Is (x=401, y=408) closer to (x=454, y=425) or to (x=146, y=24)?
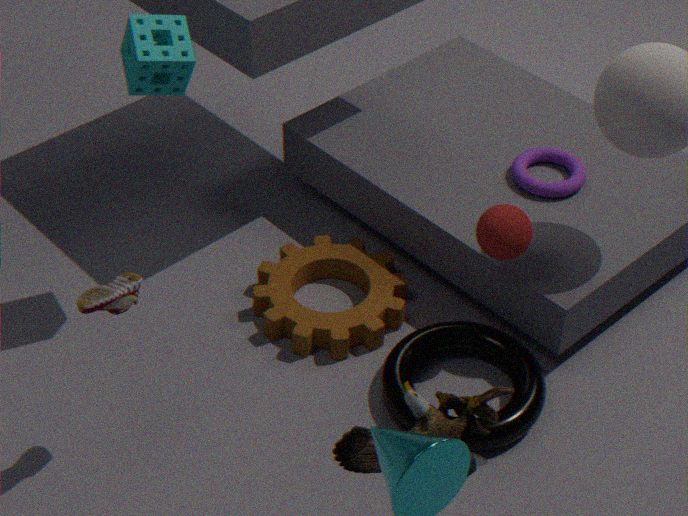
(x=454, y=425)
